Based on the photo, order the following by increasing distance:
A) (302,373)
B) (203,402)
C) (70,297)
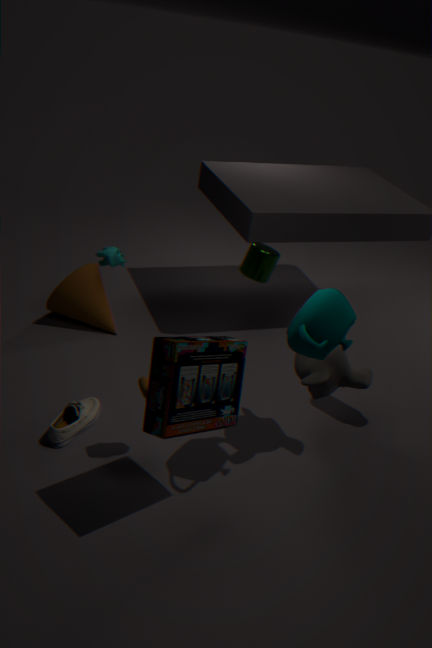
(203,402), (302,373), (70,297)
